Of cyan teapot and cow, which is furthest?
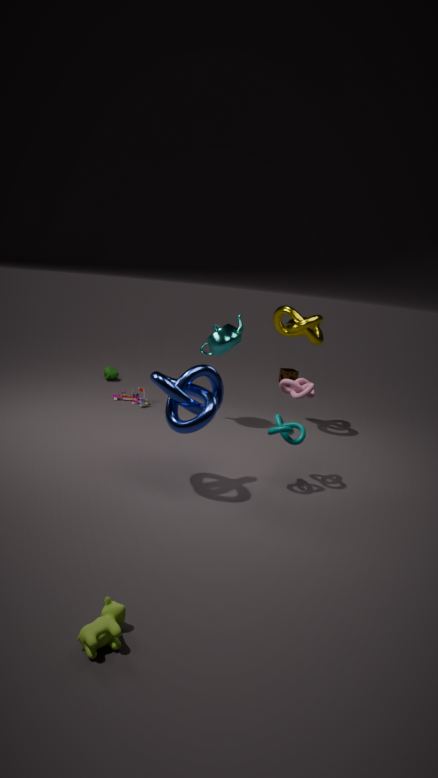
cyan teapot
